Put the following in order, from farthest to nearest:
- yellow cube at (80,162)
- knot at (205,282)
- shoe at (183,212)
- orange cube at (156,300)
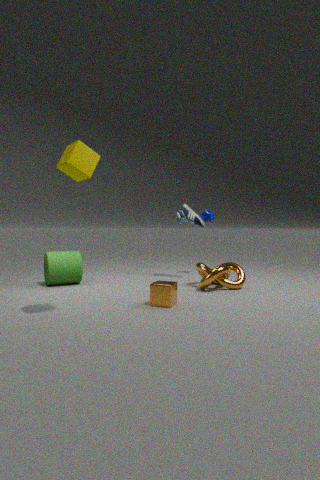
shoe at (183,212) → knot at (205,282) → orange cube at (156,300) → yellow cube at (80,162)
